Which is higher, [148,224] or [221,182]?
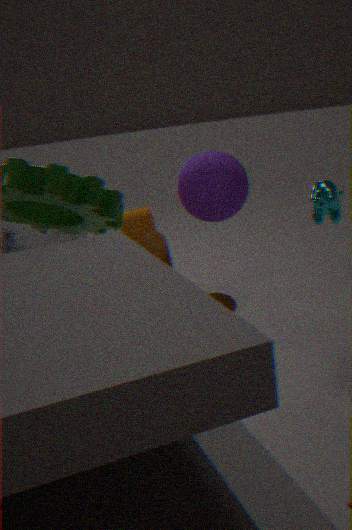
[221,182]
